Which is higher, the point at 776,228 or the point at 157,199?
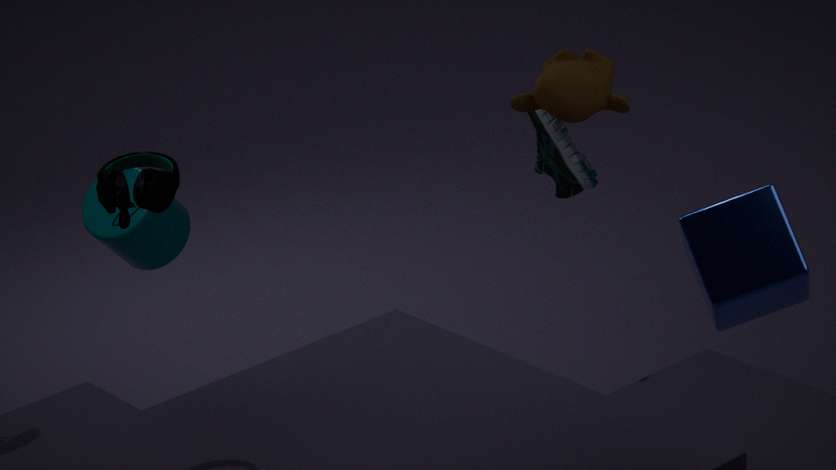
the point at 157,199
